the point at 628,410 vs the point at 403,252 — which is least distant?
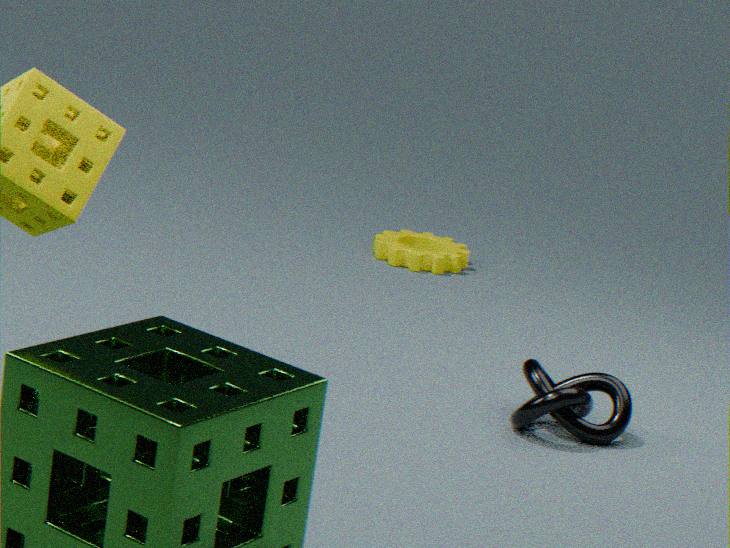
the point at 628,410
